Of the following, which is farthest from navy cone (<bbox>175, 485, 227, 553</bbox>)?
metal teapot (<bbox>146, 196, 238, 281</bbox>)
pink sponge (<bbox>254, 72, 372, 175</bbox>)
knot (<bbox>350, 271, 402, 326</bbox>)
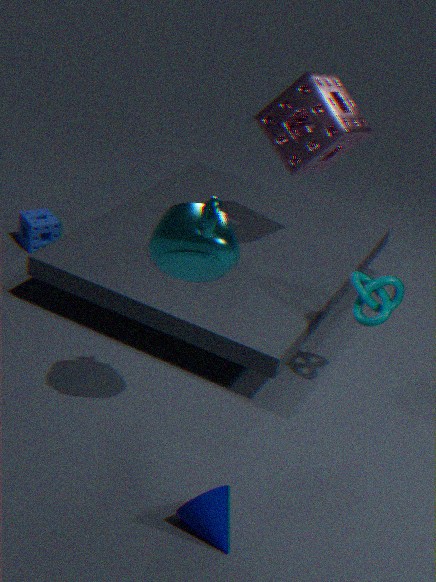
pink sponge (<bbox>254, 72, 372, 175</bbox>)
